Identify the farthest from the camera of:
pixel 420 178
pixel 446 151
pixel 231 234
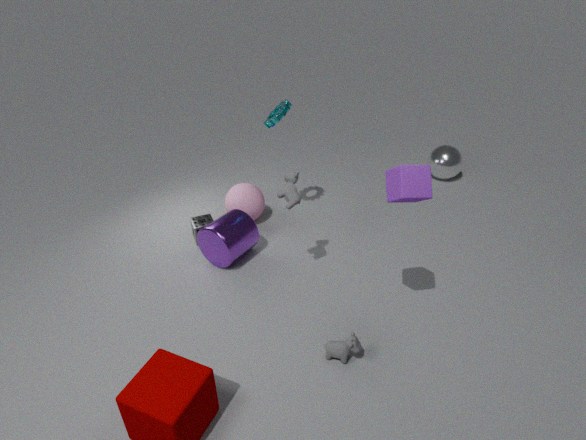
pixel 446 151
